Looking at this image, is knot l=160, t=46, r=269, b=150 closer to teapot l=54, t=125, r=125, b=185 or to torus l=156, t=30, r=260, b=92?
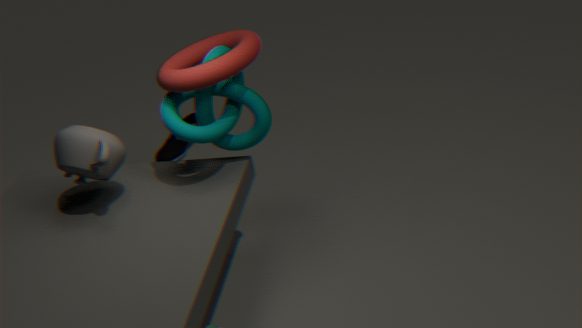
torus l=156, t=30, r=260, b=92
